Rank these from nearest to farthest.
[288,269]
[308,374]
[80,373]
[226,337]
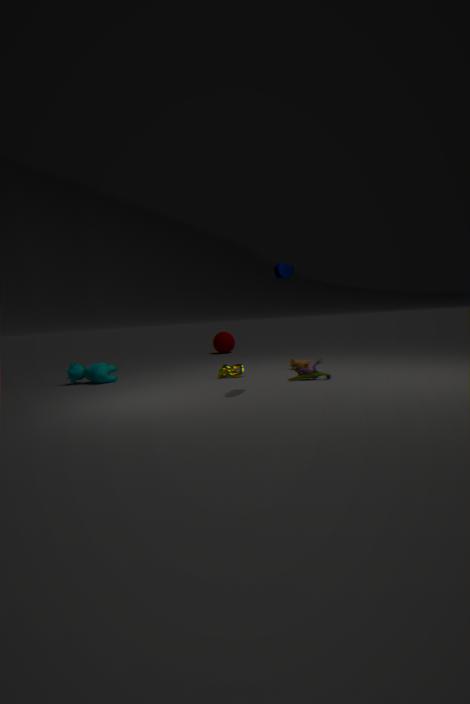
1. [288,269]
2. [308,374]
3. [80,373]
4. [226,337]
